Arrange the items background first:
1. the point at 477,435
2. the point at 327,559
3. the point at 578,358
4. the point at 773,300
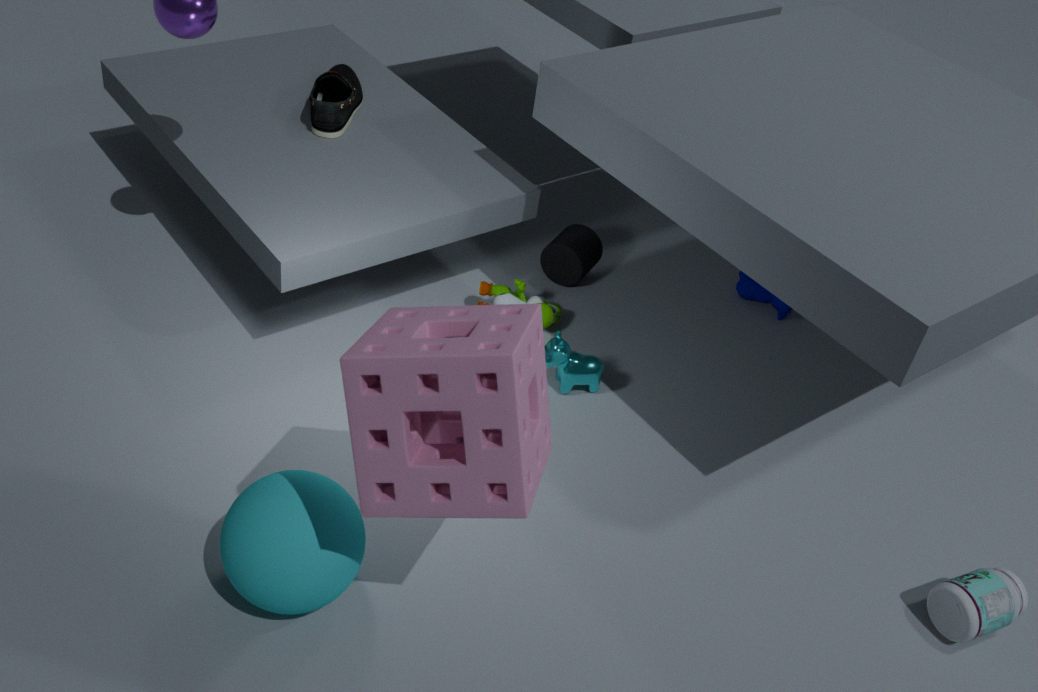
the point at 773,300 < the point at 578,358 < the point at 327,559 < the point at 477,435
